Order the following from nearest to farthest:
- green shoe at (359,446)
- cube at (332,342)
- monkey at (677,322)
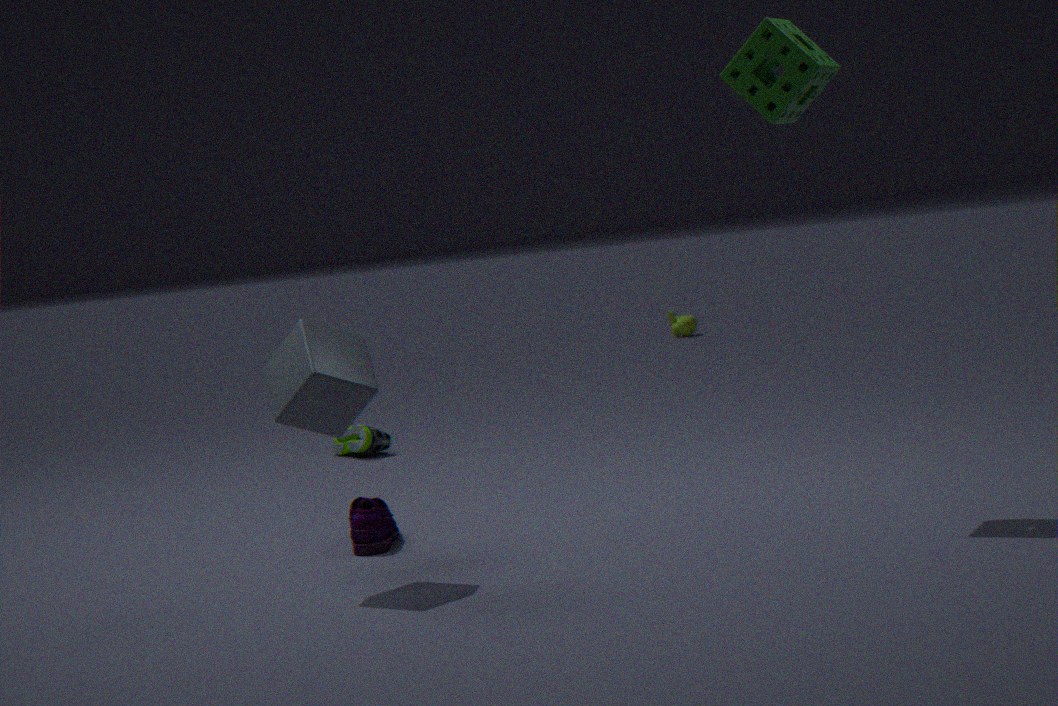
cube at (332,342) < green shoe at (359,446) < monkey at (677,322)
